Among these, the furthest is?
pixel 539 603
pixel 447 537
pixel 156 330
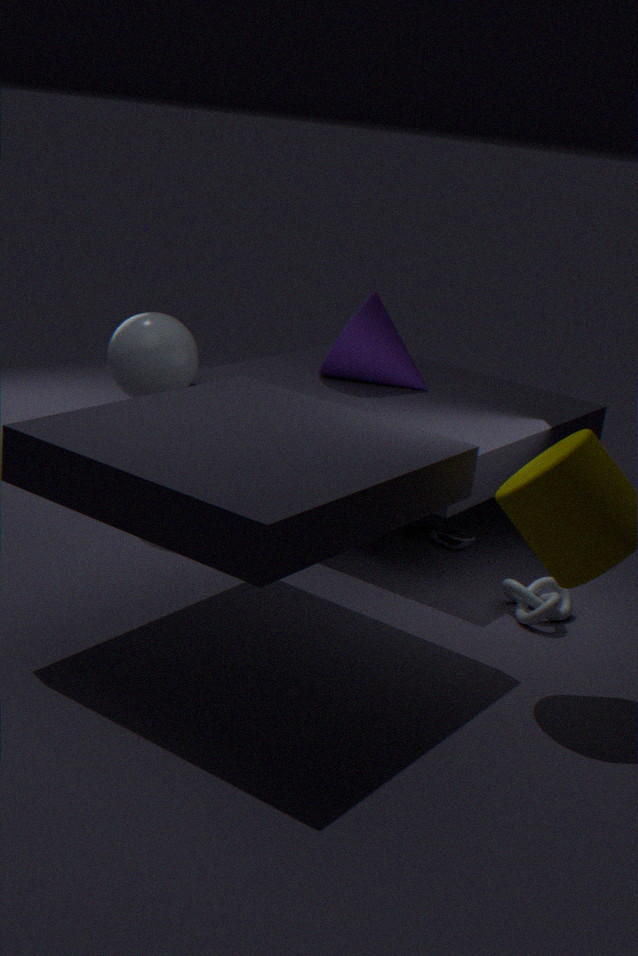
pixel 447 537
